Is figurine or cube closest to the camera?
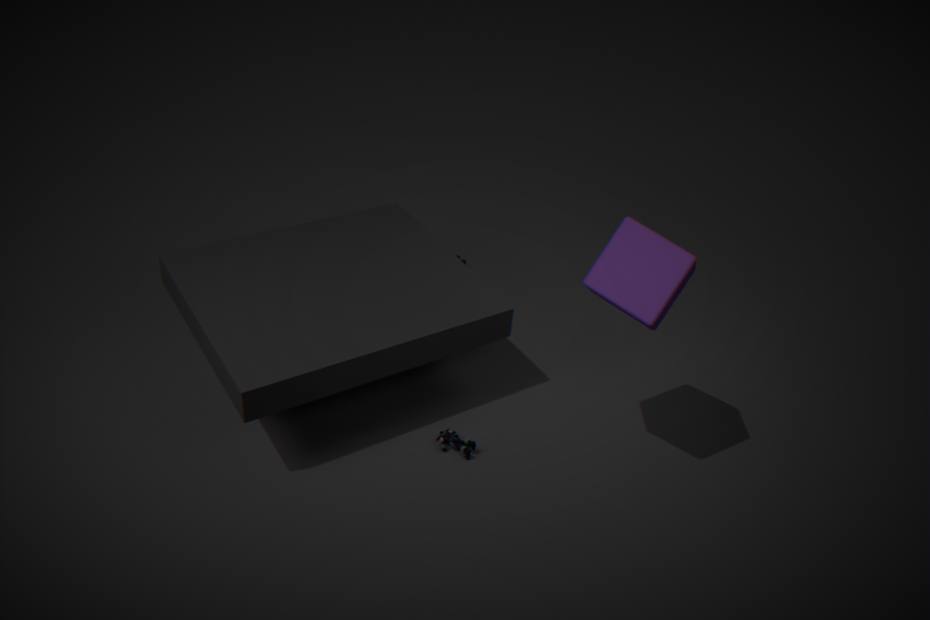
cube
